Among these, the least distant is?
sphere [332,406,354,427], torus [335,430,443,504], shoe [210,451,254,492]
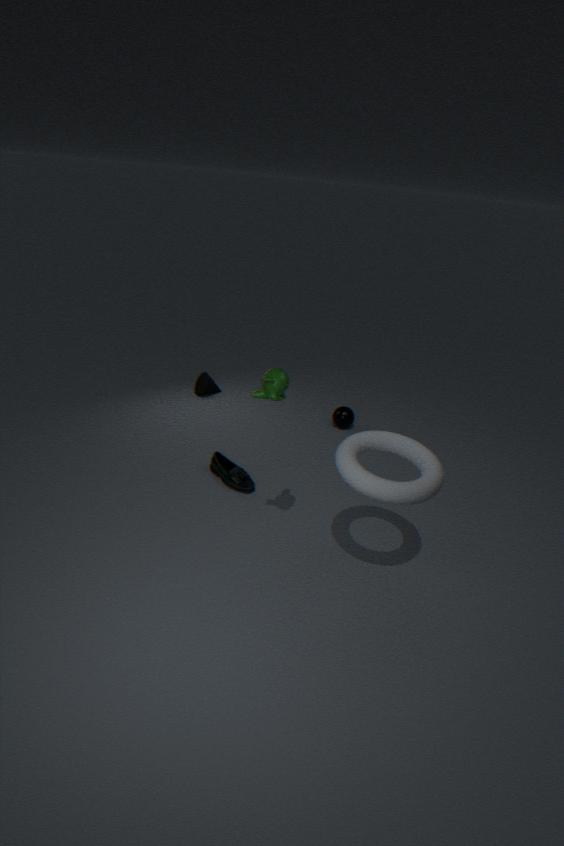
torus [335,430,443,504]
